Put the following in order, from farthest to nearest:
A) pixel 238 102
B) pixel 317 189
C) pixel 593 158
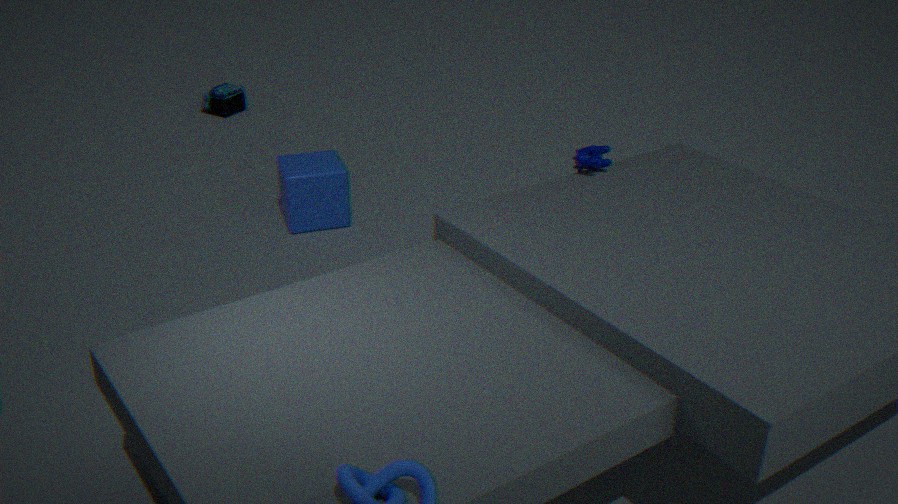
pixel 238 102
pixel 317 189
pixel 593 158
